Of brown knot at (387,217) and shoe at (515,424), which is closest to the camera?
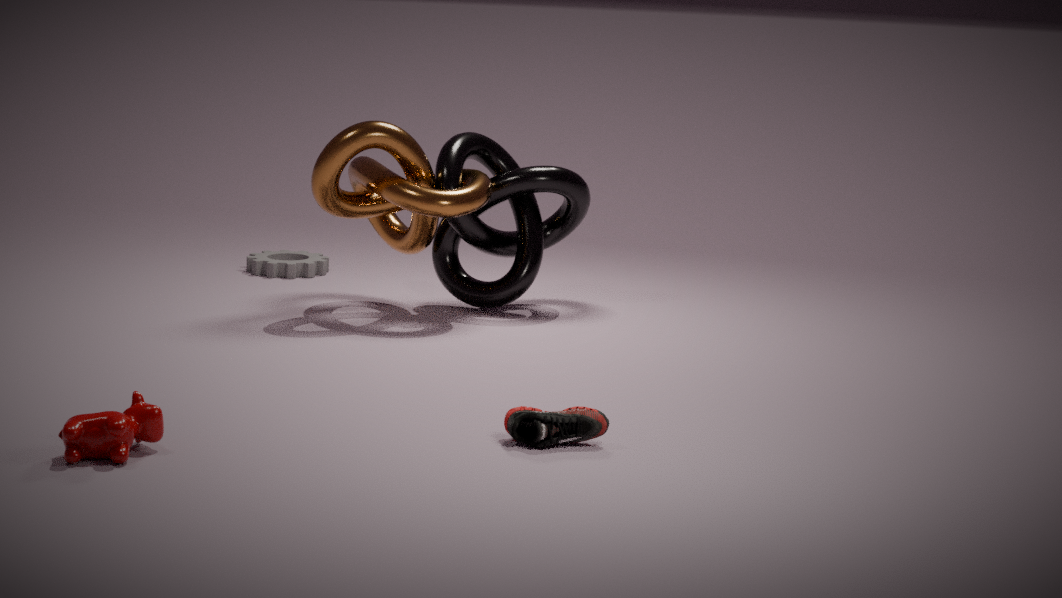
shoe at (515,424)
